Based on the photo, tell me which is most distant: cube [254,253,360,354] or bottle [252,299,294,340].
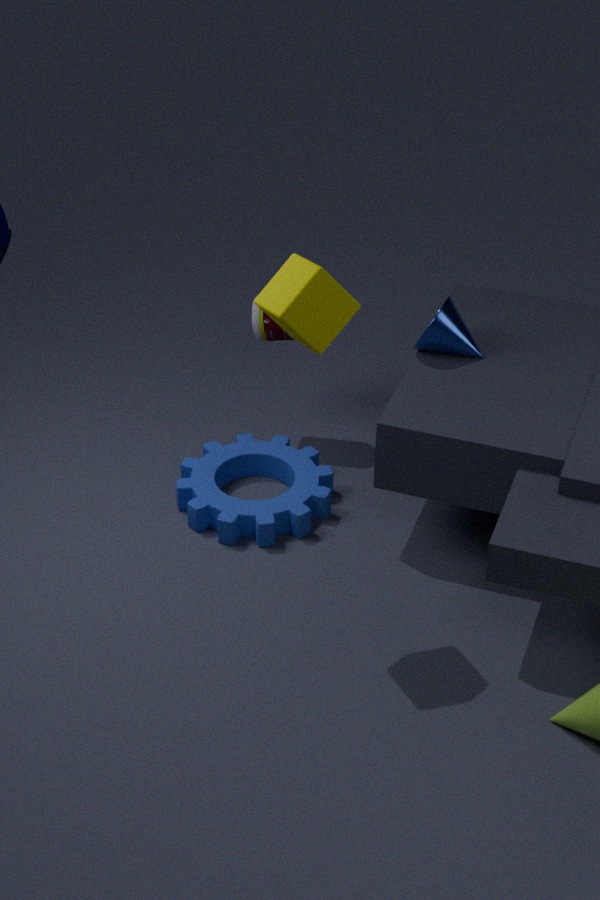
bottle [252,299,294,340]
